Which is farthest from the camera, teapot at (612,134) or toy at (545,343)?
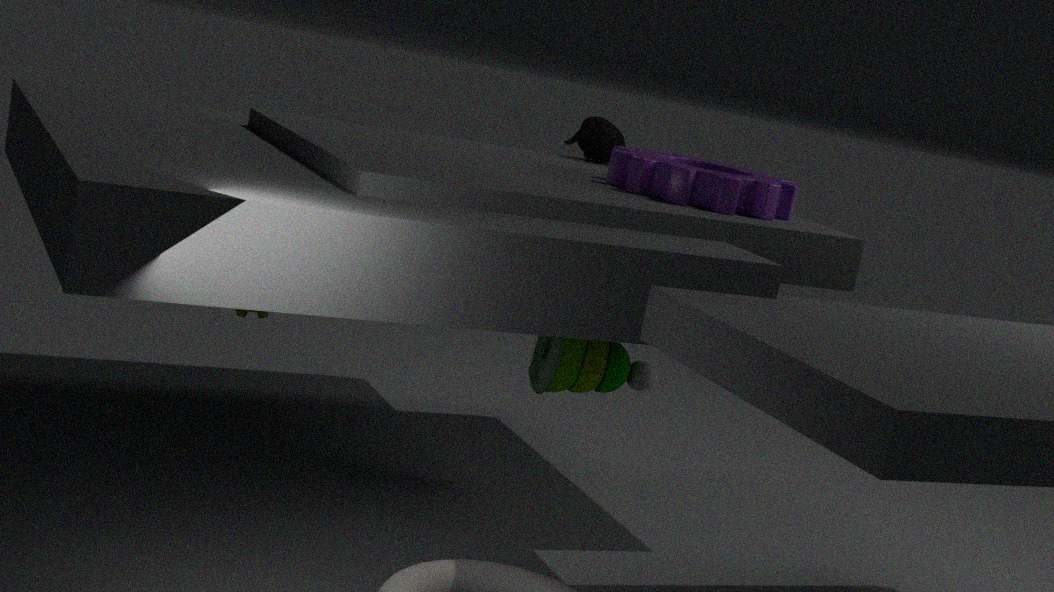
teapot at (612,134)
